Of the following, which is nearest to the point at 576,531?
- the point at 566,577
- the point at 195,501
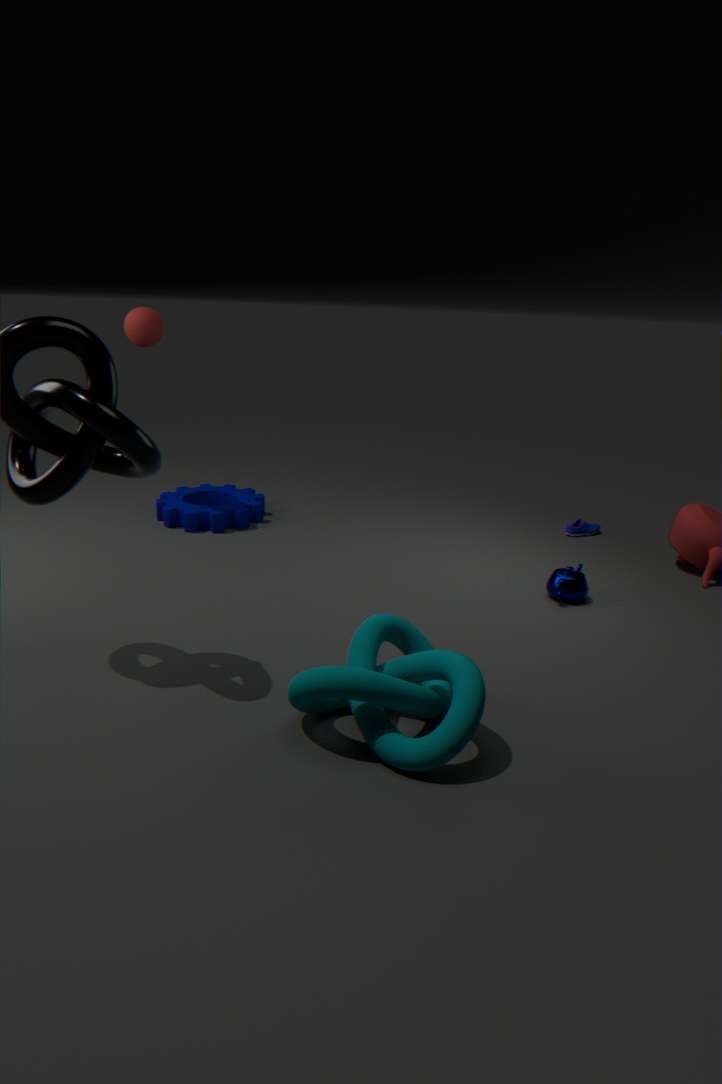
the point at 566,577
